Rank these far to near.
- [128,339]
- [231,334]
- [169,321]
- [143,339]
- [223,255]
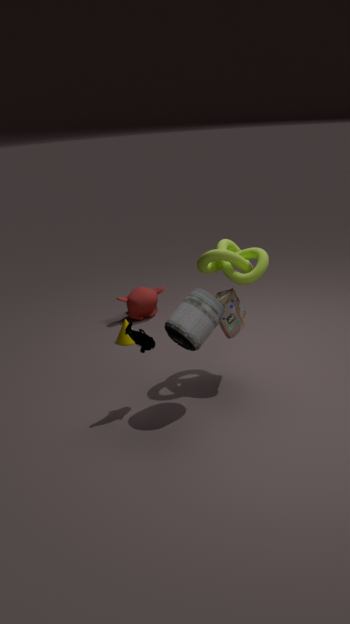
1. [128,339]
2. [231,334]
3. [223,255]
4. [143,339]
5. [169,321]
